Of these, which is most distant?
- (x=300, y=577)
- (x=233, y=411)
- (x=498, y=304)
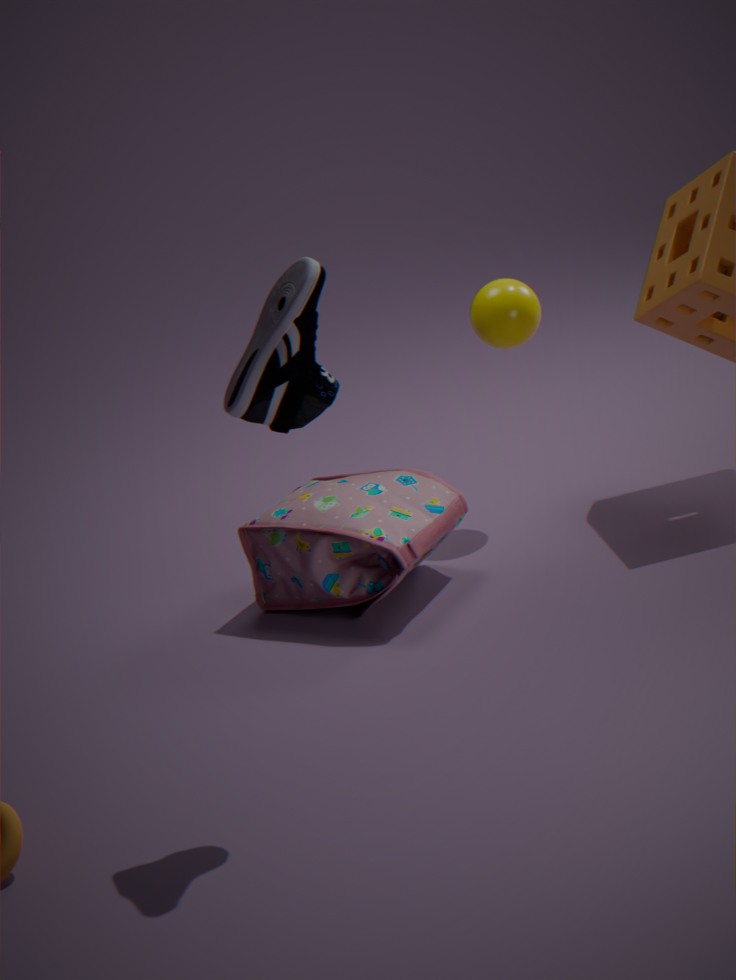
(x=498, y=304)
